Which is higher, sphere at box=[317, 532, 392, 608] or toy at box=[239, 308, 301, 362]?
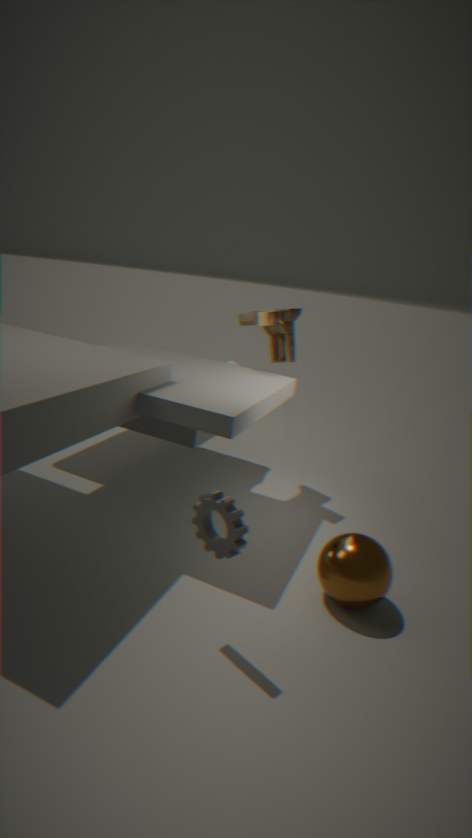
toy at box=[239, 308, 301, 362]
